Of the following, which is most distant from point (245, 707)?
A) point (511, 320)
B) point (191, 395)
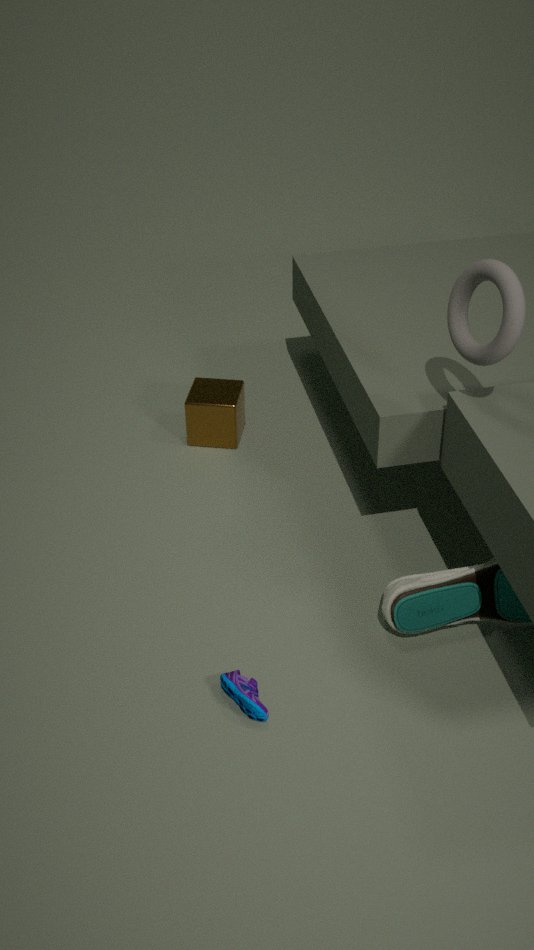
point (191, 395)
